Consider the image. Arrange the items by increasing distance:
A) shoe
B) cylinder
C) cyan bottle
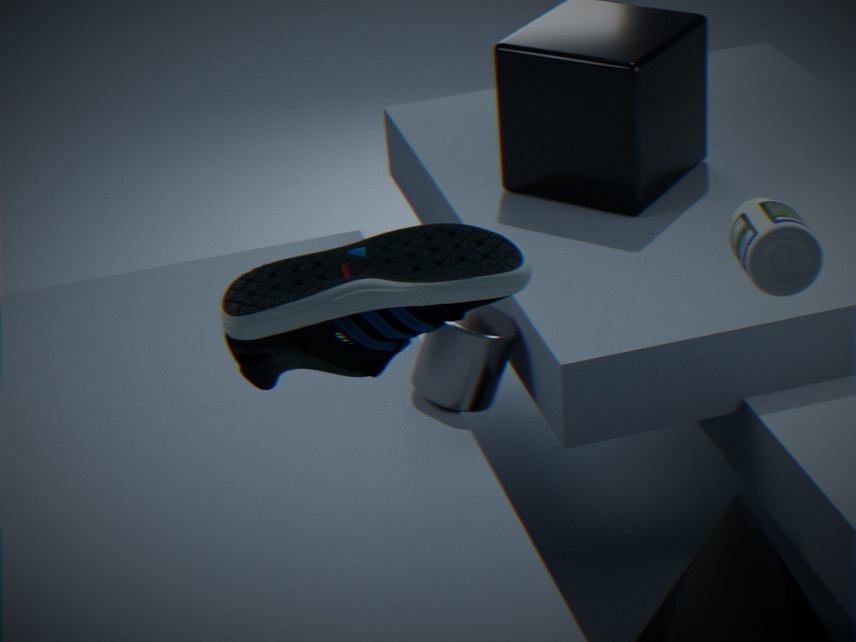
shoe < cyan bottle < cylinder
